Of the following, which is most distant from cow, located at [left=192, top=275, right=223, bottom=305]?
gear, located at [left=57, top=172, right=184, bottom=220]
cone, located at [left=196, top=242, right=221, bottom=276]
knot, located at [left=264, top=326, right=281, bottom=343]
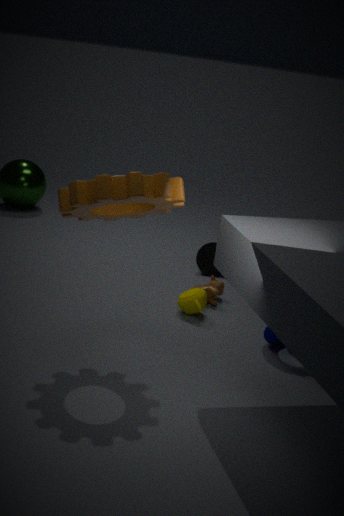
gear, located at [left=57, top=172, right=184, bottom=220]
